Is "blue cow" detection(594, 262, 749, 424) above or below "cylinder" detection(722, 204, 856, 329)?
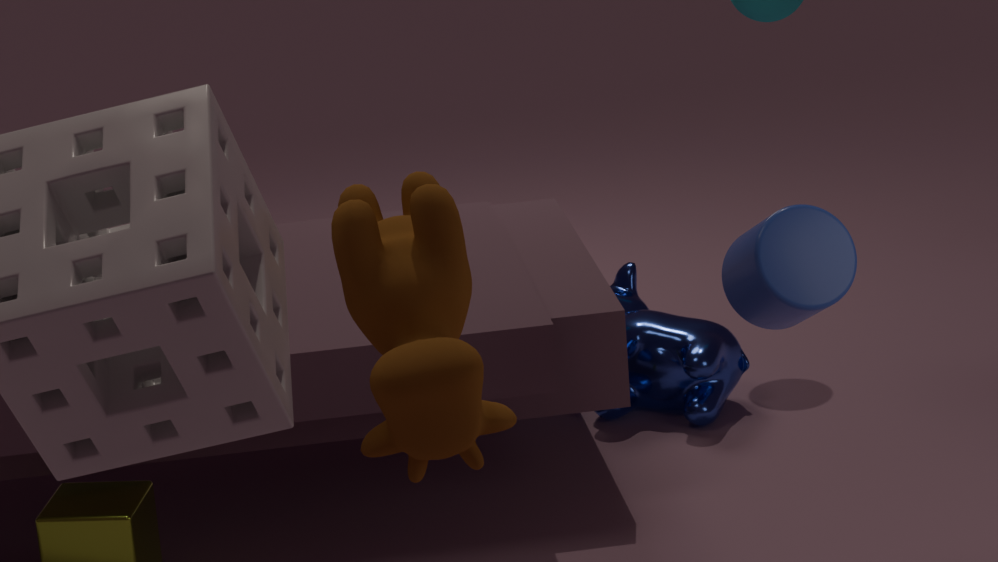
below
